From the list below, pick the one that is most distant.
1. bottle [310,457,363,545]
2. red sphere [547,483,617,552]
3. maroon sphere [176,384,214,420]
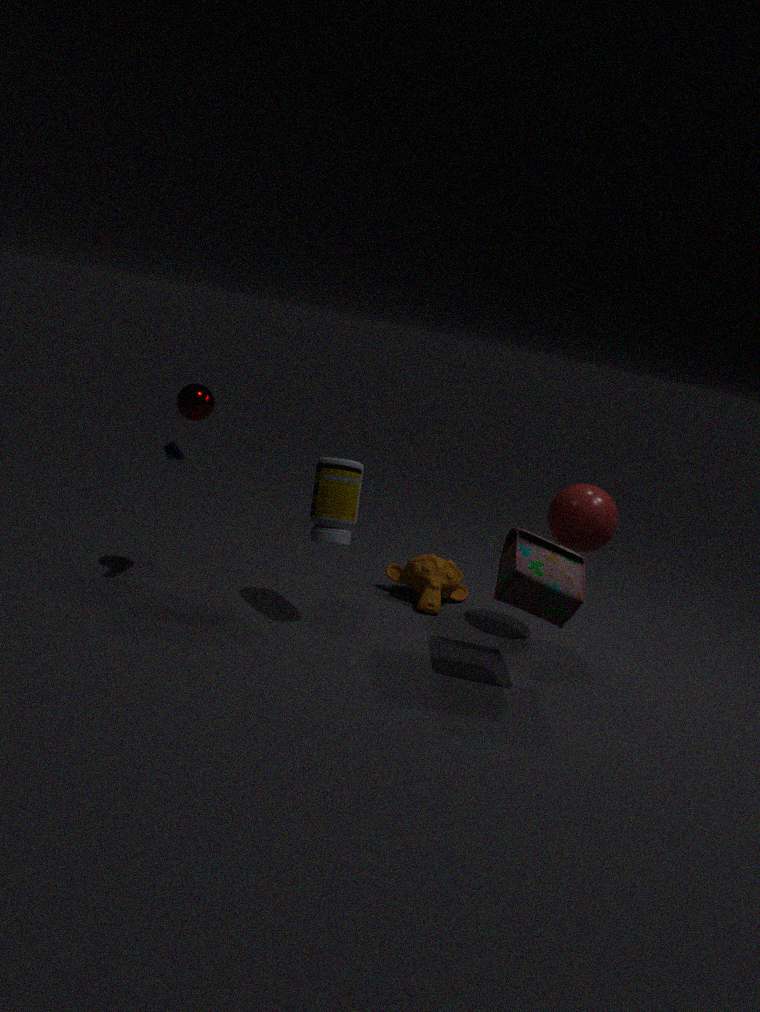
red sphere [547,483,617,552]
